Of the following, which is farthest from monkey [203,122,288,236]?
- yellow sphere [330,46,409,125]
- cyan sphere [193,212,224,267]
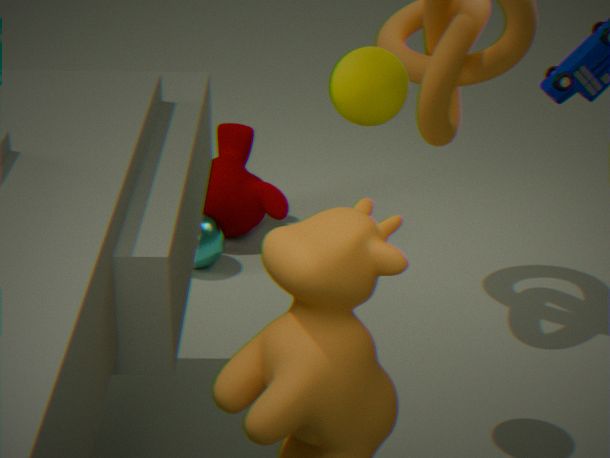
yellow sphere [330,46,409,125]
